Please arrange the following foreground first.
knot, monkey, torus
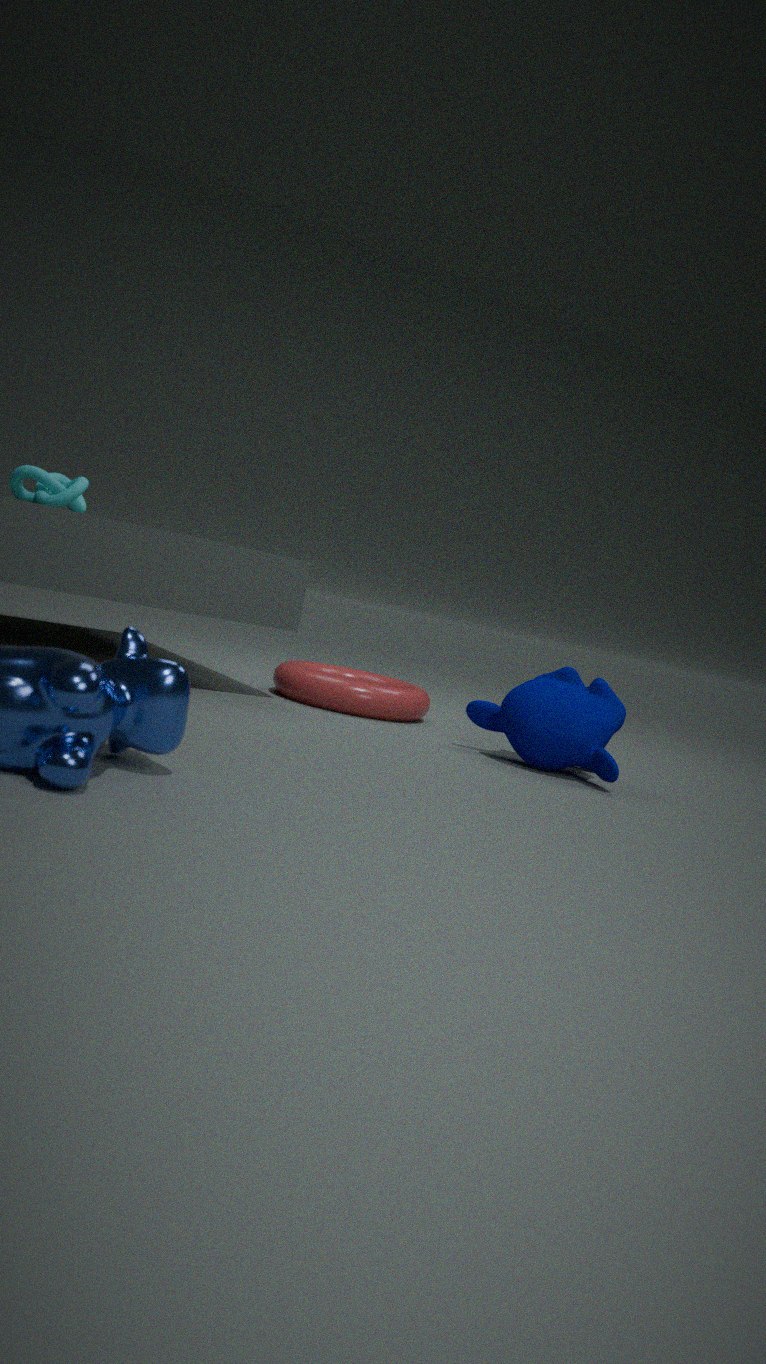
monkey → torus → knot
